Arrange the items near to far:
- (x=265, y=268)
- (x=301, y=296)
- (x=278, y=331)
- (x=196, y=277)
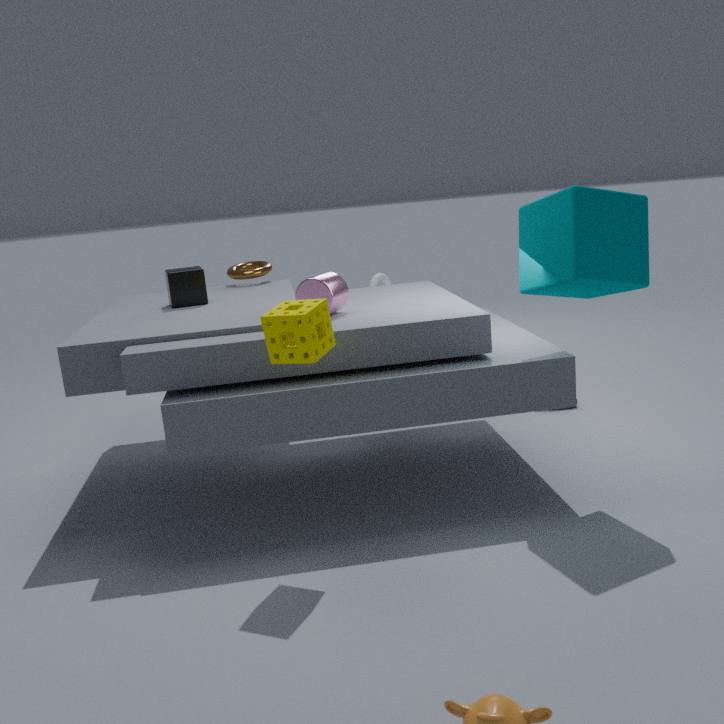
(x=278, y=331), (x=301, y=296), (x=196, y=277), (x=265, y=268)
